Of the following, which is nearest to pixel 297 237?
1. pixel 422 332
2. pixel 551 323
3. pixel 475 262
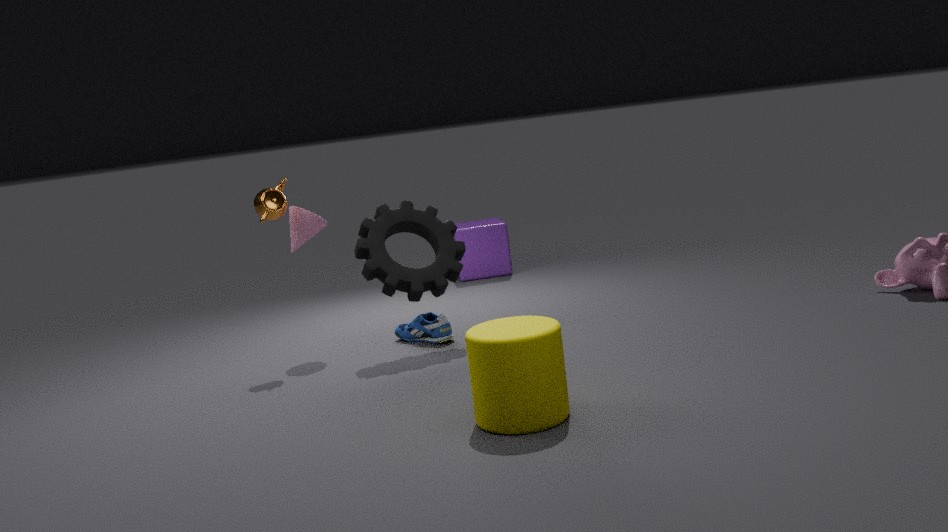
pixel 422 332
